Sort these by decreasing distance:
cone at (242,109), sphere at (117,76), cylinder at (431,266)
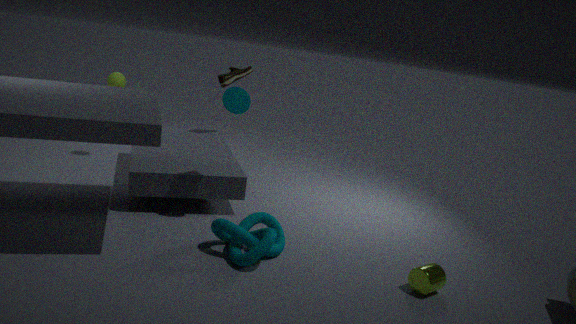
sphere at (117,76) → cone at (242,109) → cylinder at (431,266)
